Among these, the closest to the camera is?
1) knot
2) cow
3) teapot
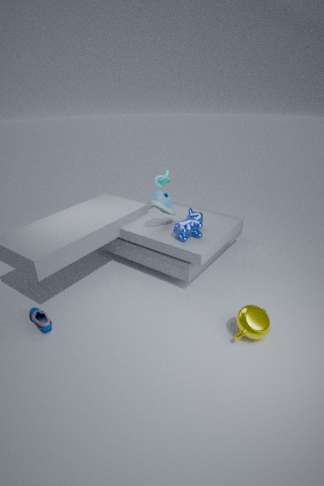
3. teapot
